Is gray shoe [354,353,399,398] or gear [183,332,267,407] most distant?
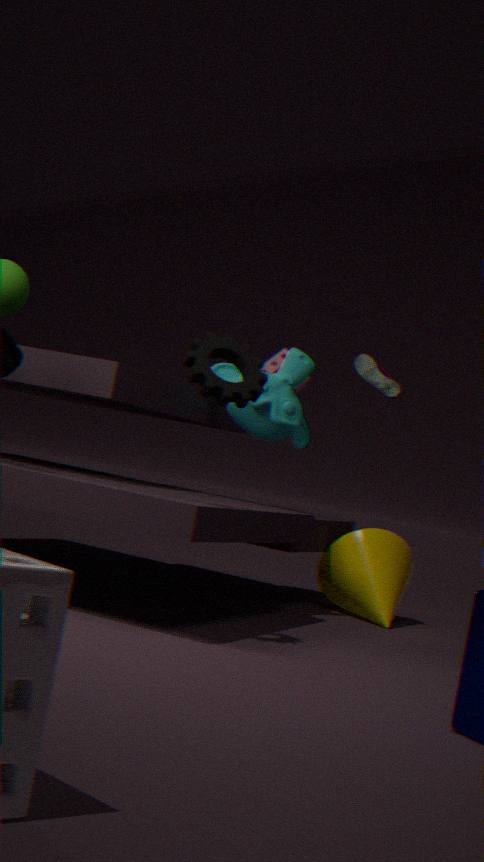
gray shoe [354,353,399,398]
